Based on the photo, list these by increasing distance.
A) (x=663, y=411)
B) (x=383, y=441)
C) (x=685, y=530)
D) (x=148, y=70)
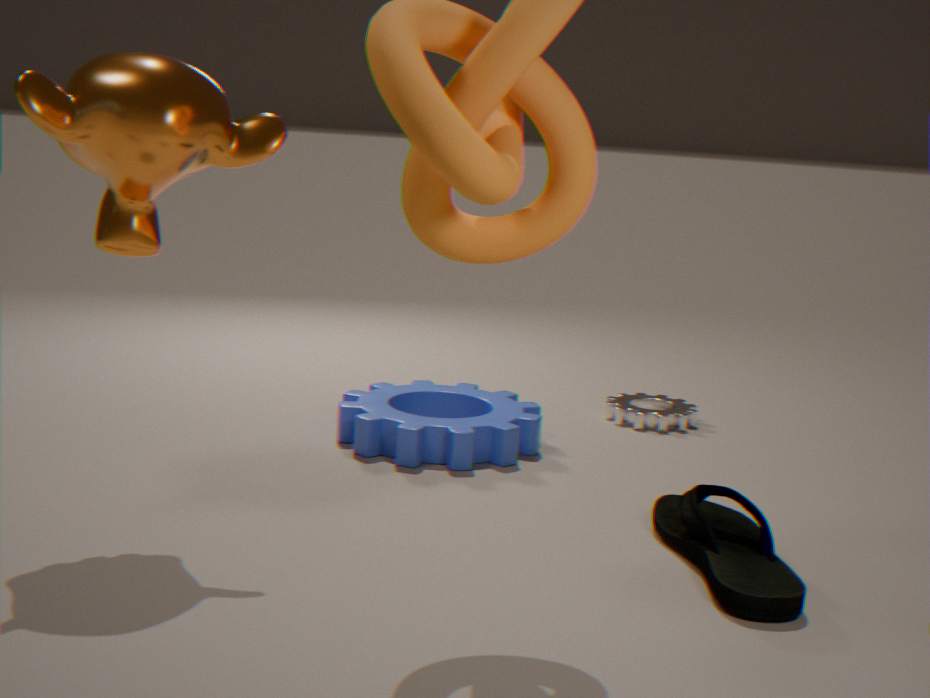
(x=148, y=70) < (x=685, y=530) < (x=383, y=441) < (x=663, y=411)
